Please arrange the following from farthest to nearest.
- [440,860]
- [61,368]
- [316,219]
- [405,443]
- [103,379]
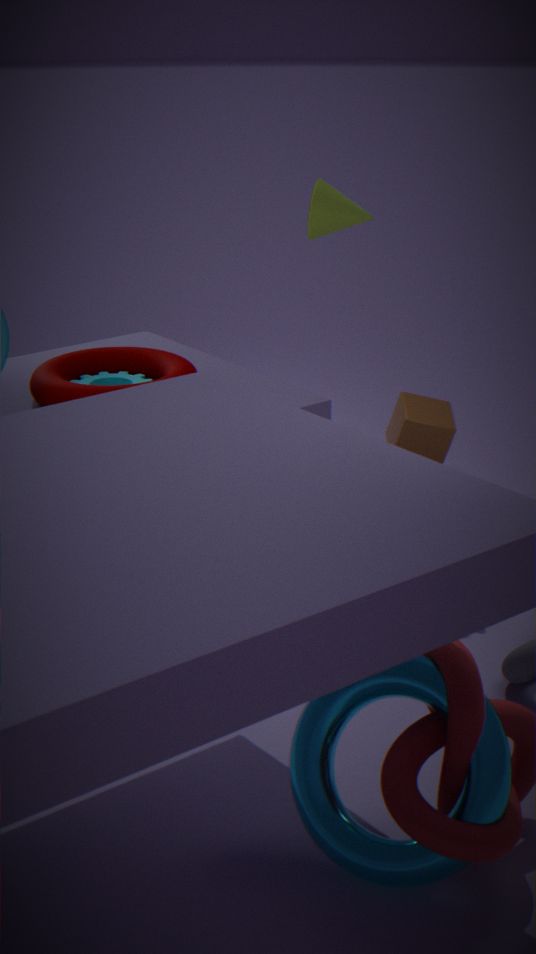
[316,219], [405,443], [103,379], [61,368], [440,860]
